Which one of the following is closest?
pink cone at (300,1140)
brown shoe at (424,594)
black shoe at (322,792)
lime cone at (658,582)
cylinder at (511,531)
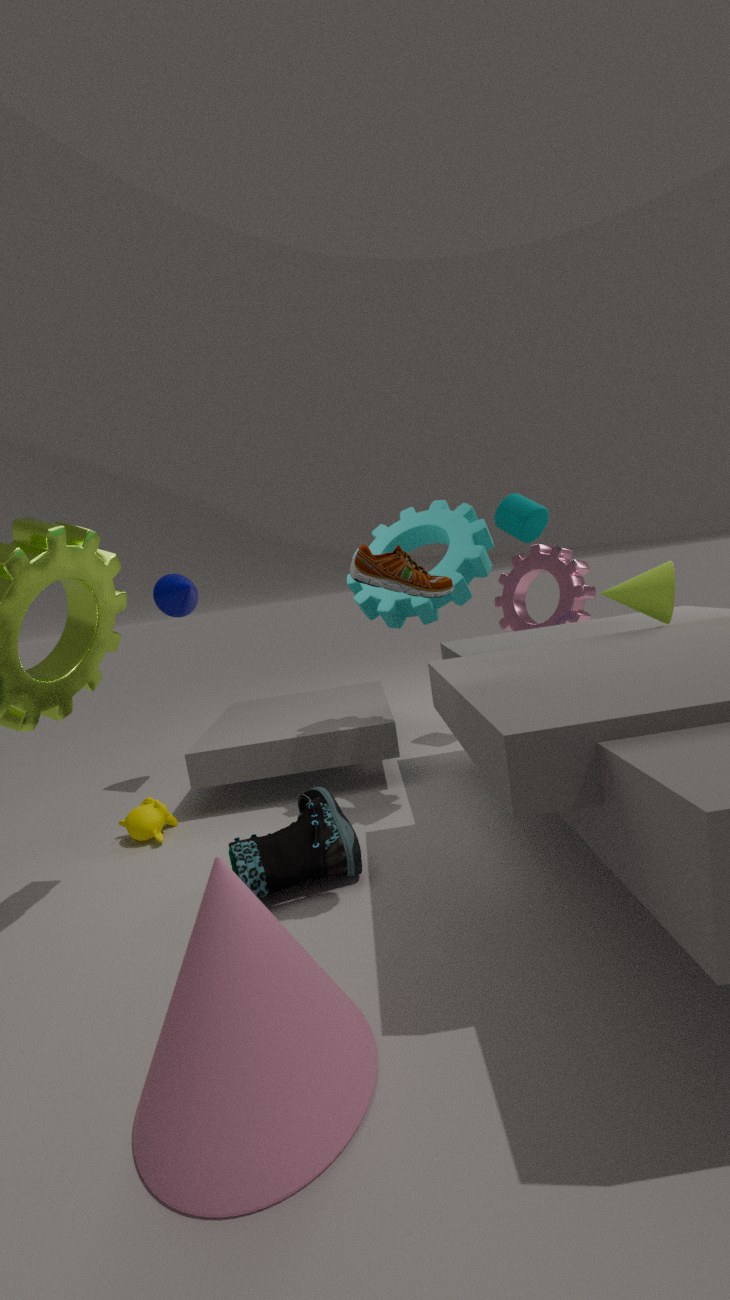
pink cone at (300,1140)
